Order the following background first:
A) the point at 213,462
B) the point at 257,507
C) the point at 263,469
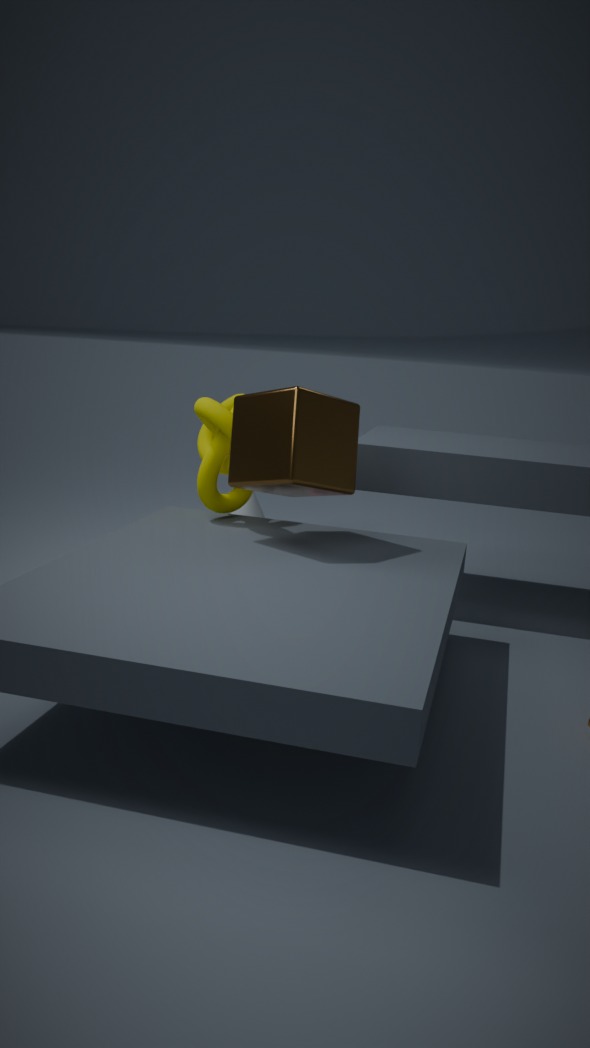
1. the point at 257,507
2. the point at 213,462
3. the point at 263,469
